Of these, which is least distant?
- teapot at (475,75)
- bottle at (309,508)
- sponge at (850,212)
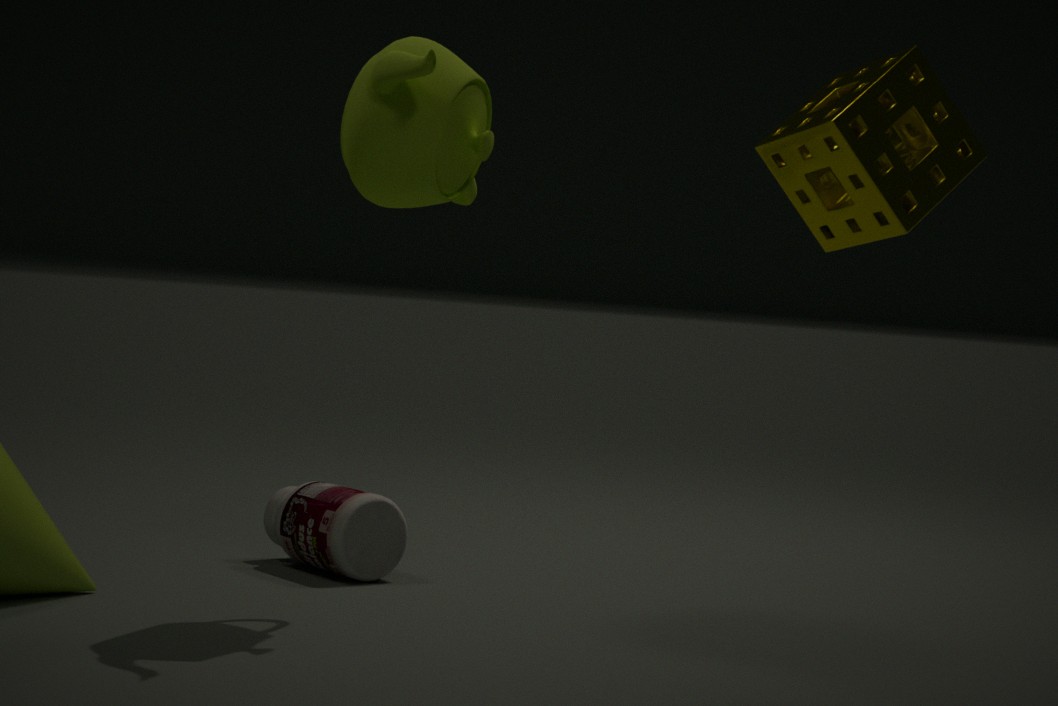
sponge at (850,212)
